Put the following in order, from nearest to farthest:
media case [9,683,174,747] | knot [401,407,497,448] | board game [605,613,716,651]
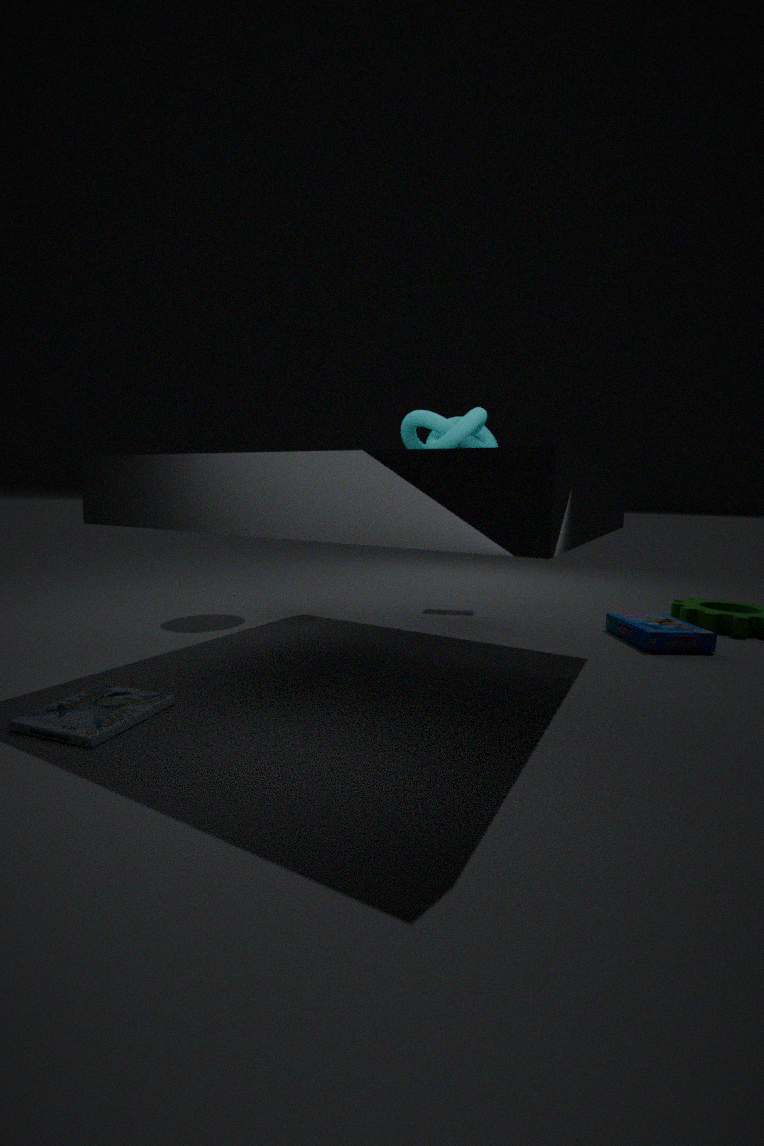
1. knot [401,407,497,448]
2. media case [9,683,174,747]
3. board game [605,613,716,651]
